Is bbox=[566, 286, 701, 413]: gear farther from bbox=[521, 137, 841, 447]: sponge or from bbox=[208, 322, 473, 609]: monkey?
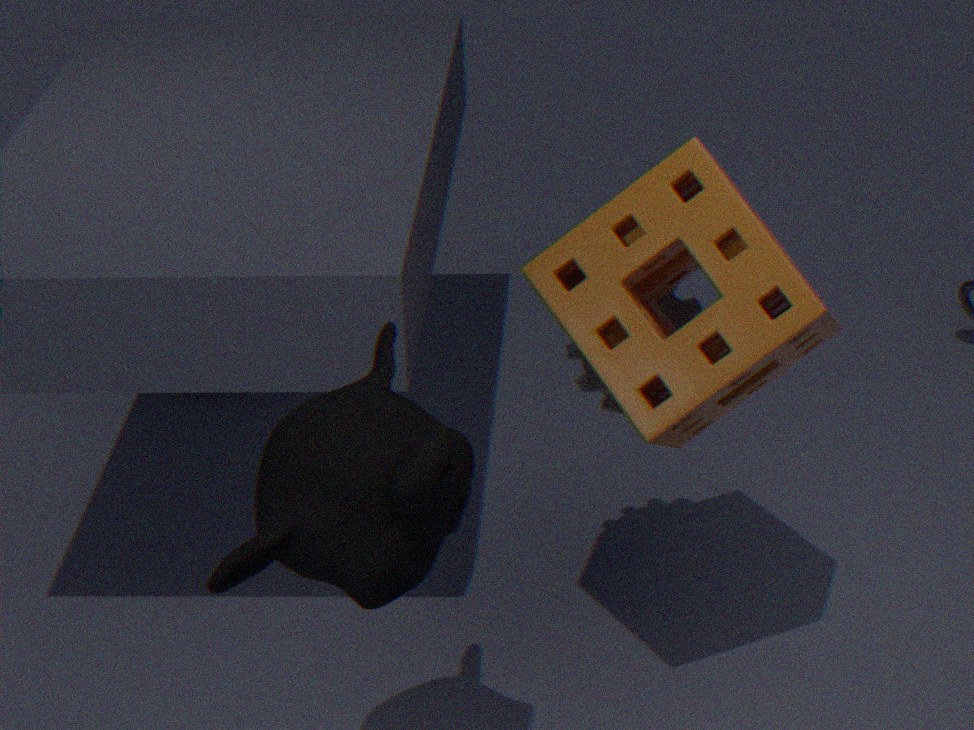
bbox=[208, 322, 473, 609]: monkey
